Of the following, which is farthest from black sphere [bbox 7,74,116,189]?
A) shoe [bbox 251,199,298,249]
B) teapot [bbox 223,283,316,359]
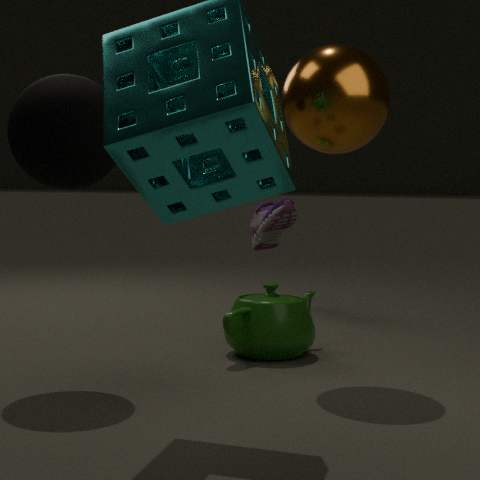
shoe [bbox 251,199,298,249]
